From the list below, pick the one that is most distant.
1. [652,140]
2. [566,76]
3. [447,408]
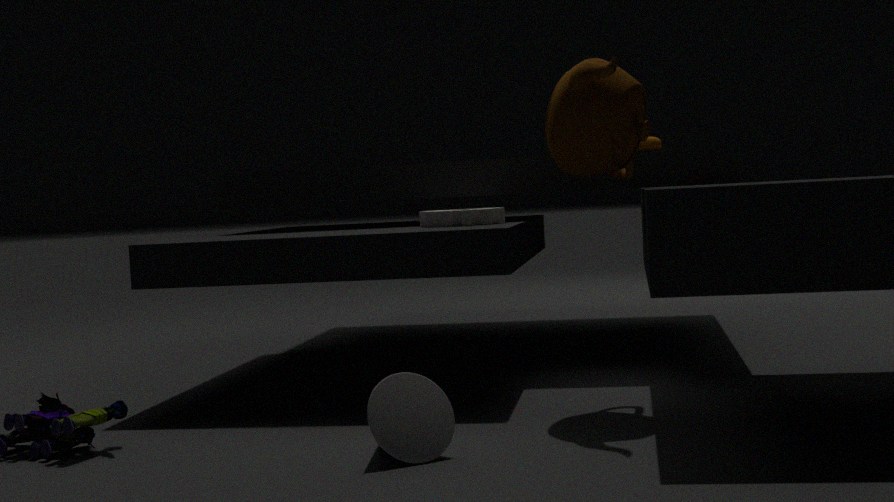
[652,140]
